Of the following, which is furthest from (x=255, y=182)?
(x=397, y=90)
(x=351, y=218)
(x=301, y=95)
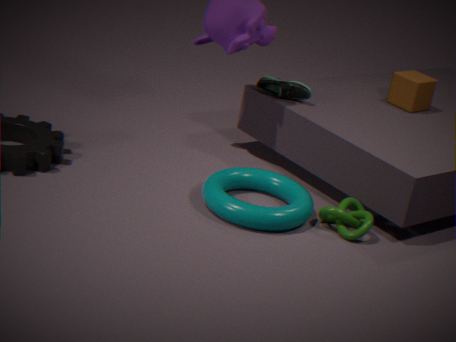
(x=397, y=90)
